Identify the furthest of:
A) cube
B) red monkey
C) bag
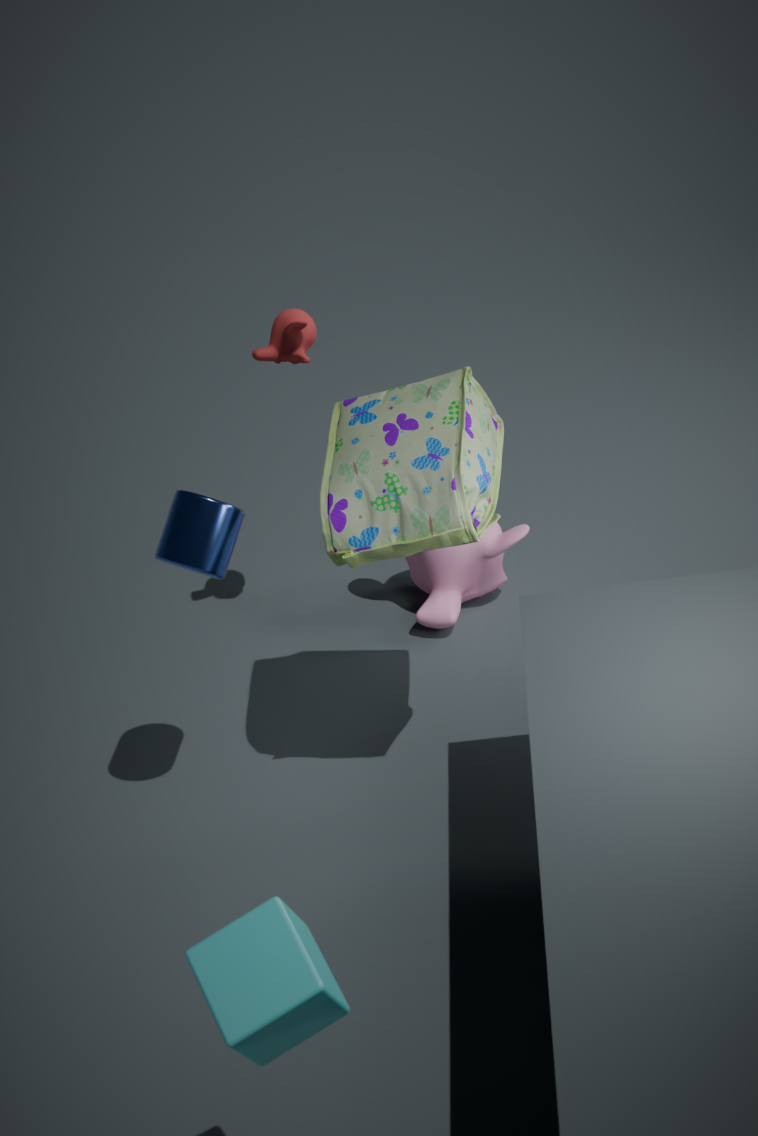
red monkey
